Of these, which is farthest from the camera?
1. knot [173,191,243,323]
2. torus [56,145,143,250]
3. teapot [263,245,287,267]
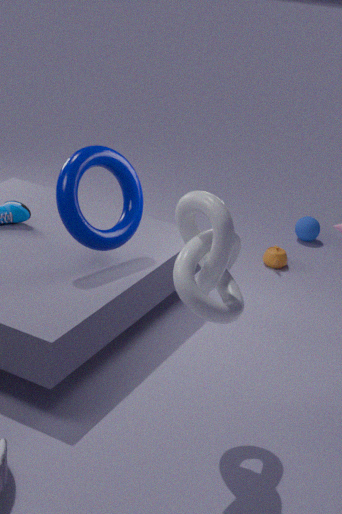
teapot [263,245,287,267]
